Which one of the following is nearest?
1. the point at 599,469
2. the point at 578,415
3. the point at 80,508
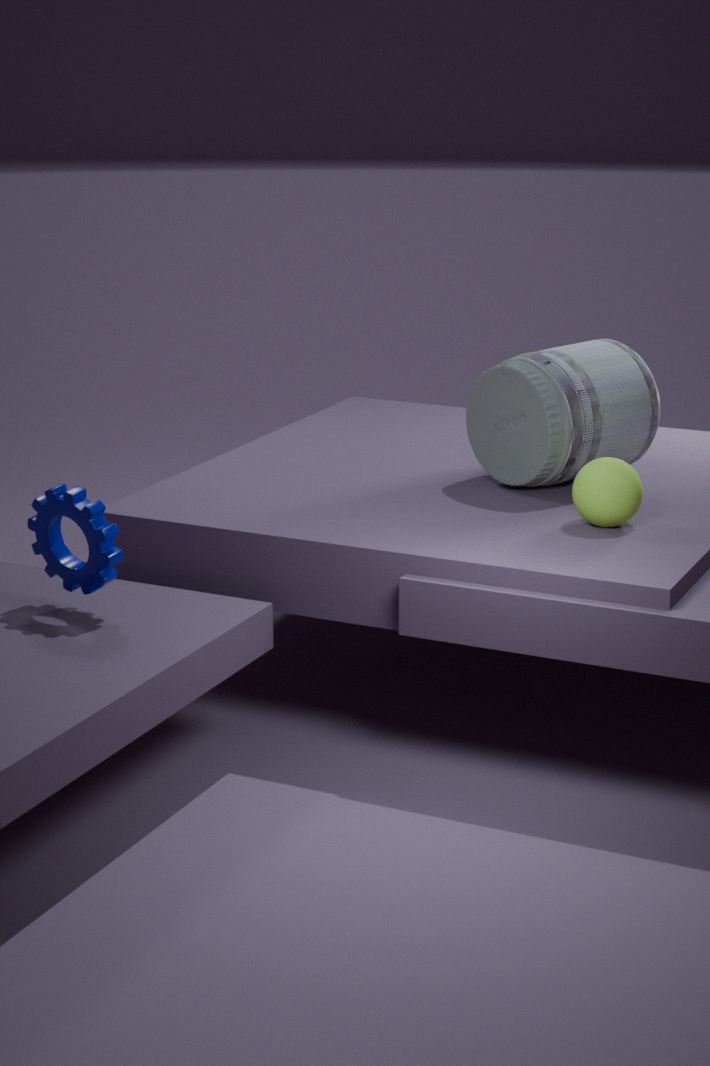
the point at 80,508
